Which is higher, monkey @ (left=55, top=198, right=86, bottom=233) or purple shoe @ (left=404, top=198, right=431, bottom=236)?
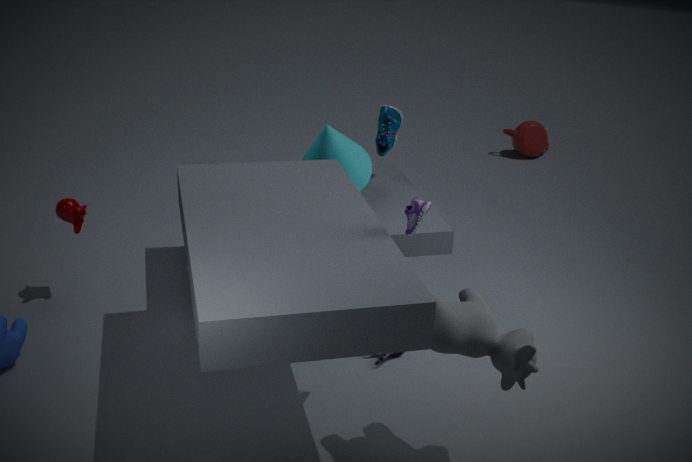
purple shoe @ (left=404, top=198, right=431, bottom=236)
